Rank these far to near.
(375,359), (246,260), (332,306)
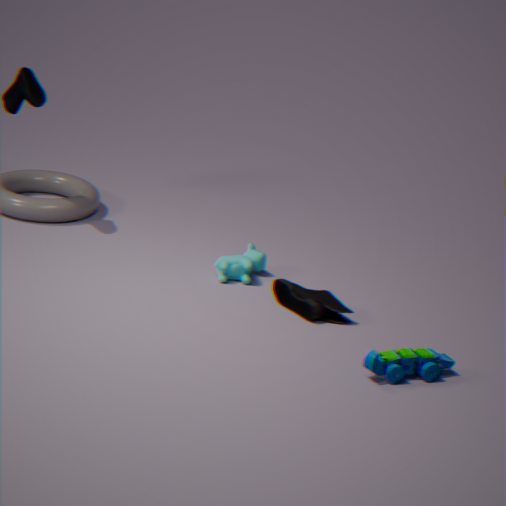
(246,260) → (332,306) → (375,359)
